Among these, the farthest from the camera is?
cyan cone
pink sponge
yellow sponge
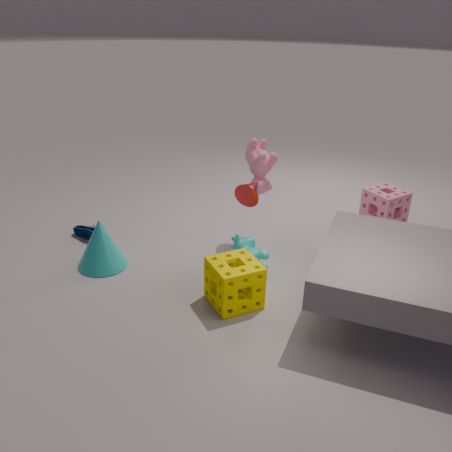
pink sponge
